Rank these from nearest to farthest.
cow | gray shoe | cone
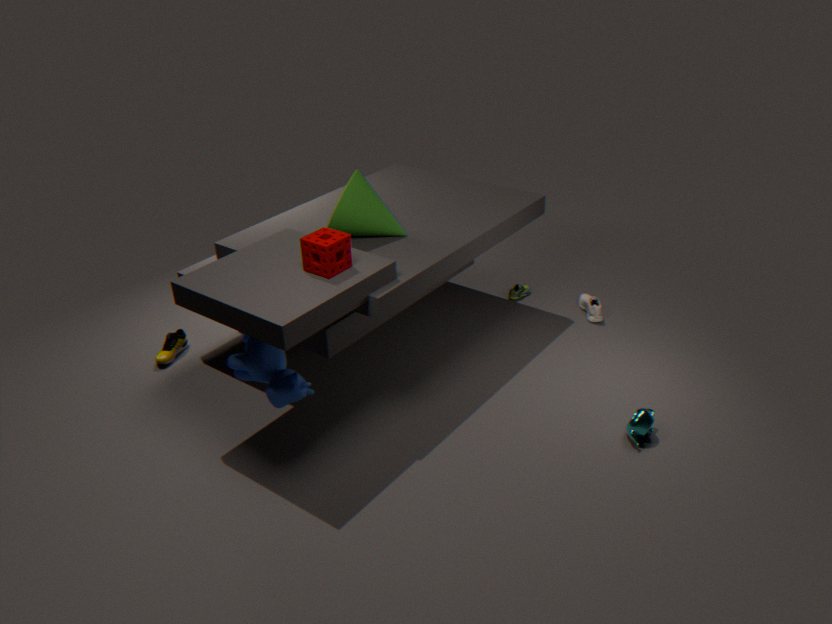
cow
cone
gray shoe
